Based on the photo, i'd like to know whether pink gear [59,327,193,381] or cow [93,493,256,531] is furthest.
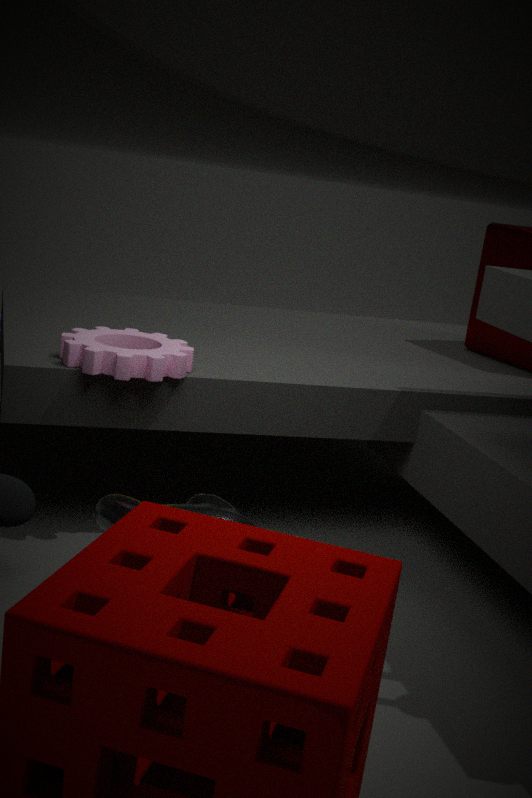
pink gear [59,327,193,381]
